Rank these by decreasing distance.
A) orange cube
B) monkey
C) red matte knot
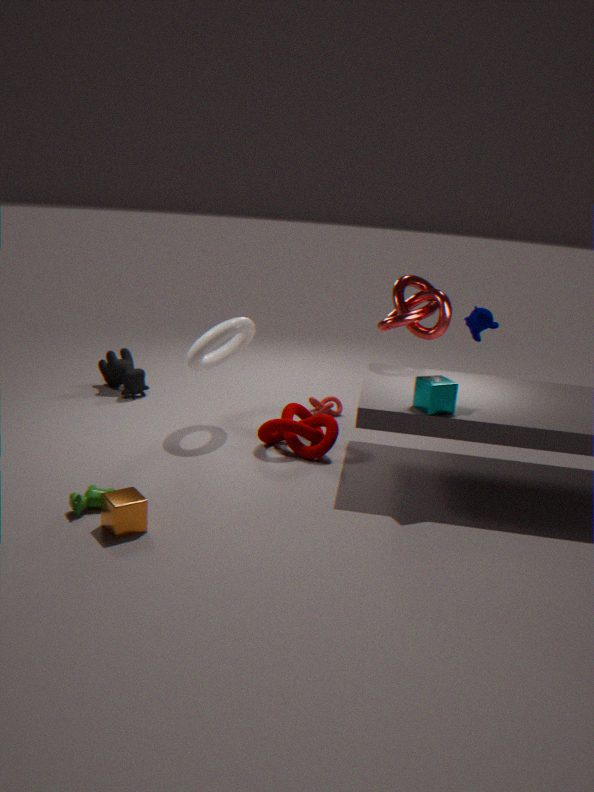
1. red matte knot
2. monkey
3. orange cube
